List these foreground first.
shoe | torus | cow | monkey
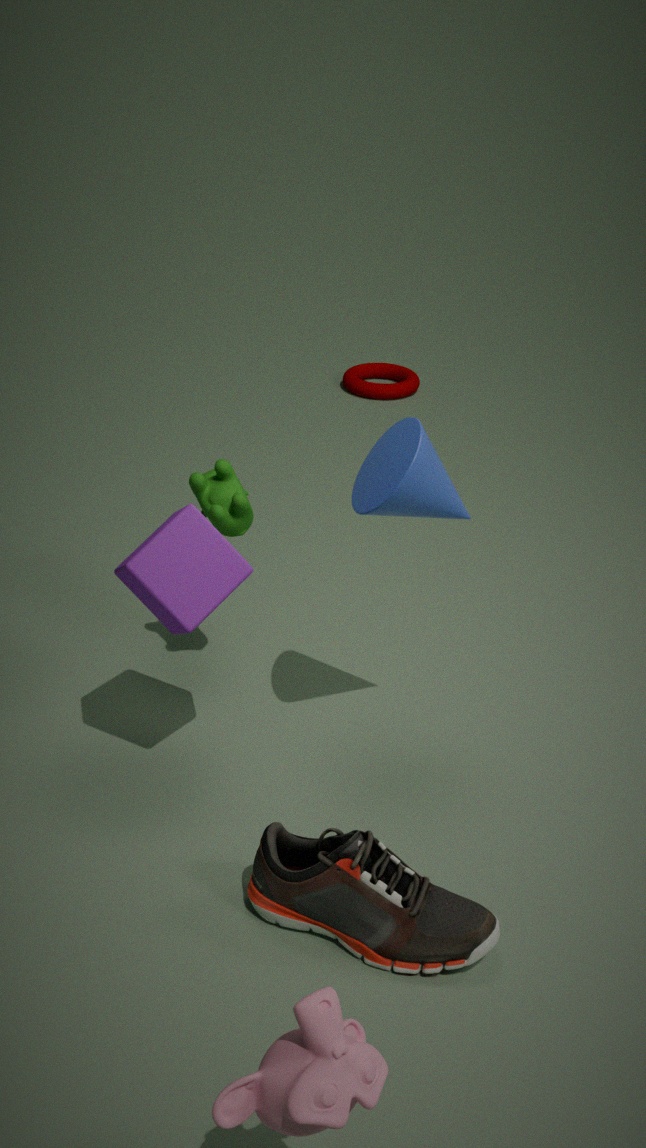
monkey, shoe, cow, torus
